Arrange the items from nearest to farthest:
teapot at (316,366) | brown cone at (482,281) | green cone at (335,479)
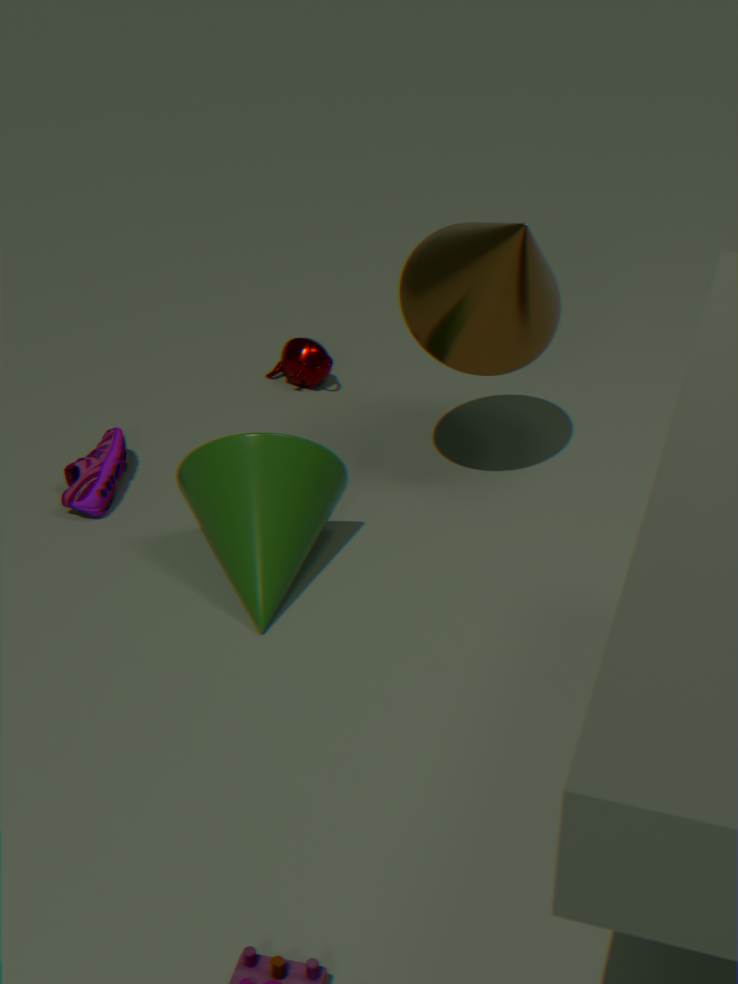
brown cone at (482,281) → green cone at (335,479) → teapot at (316,366)
